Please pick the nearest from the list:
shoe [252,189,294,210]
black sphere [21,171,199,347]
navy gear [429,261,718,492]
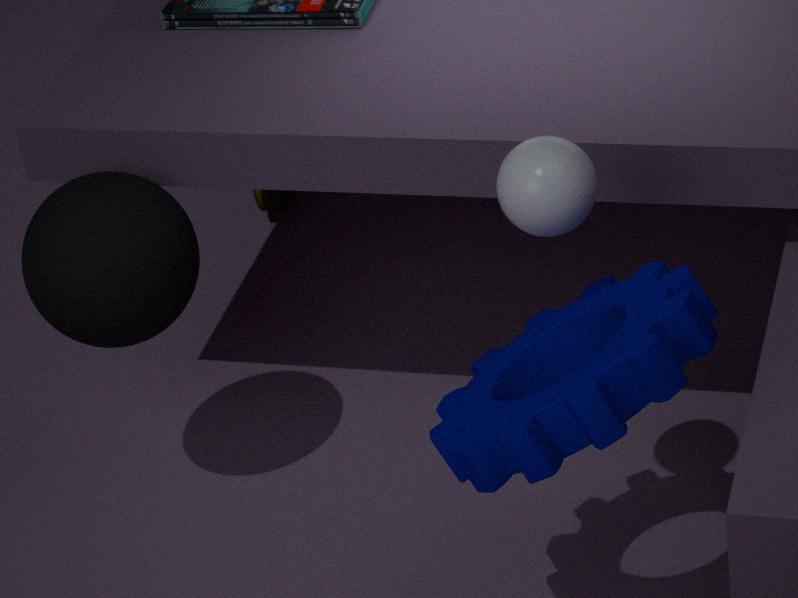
navy gear [429,261,718,492]
